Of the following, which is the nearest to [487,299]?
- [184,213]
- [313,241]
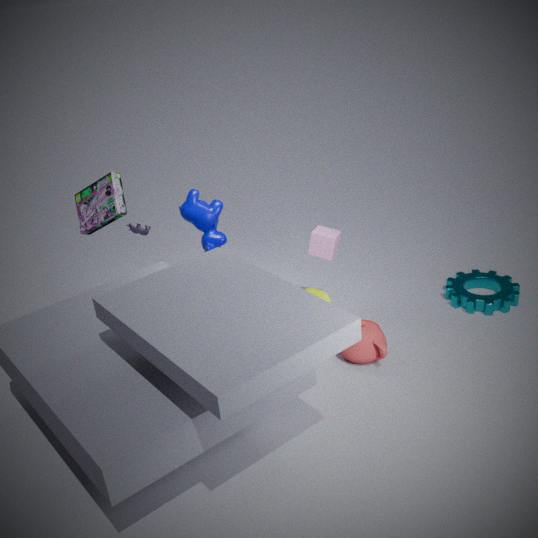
[313,241]
